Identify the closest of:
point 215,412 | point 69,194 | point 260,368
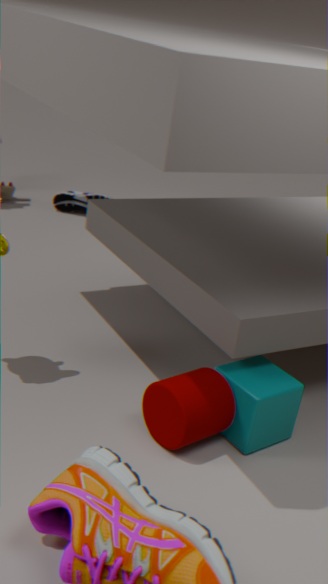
point 215,412
